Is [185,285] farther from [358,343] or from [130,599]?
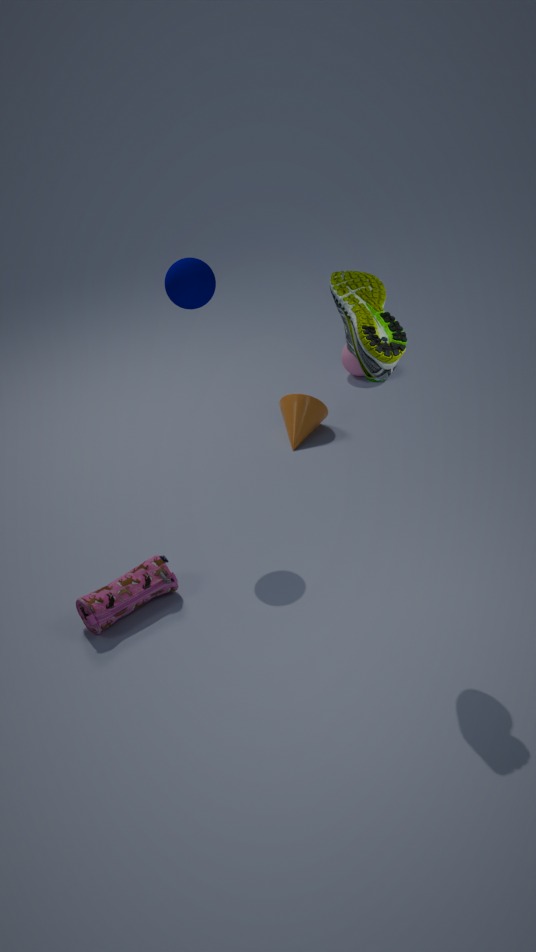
[130,599]
